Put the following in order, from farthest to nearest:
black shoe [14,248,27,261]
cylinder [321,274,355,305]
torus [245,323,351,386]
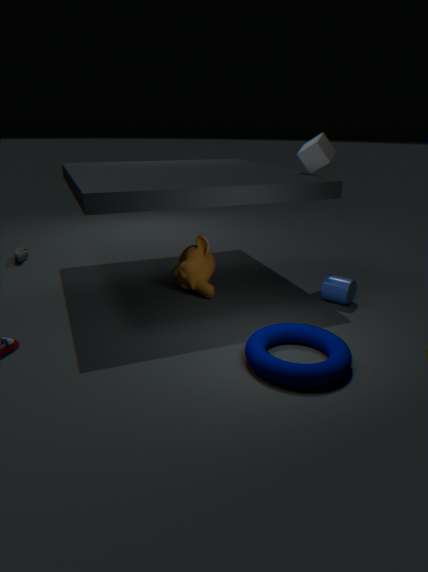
black shoe [14,248,27,261] → cylinder [321,274,355,305] → torus [245,323,351,386]
